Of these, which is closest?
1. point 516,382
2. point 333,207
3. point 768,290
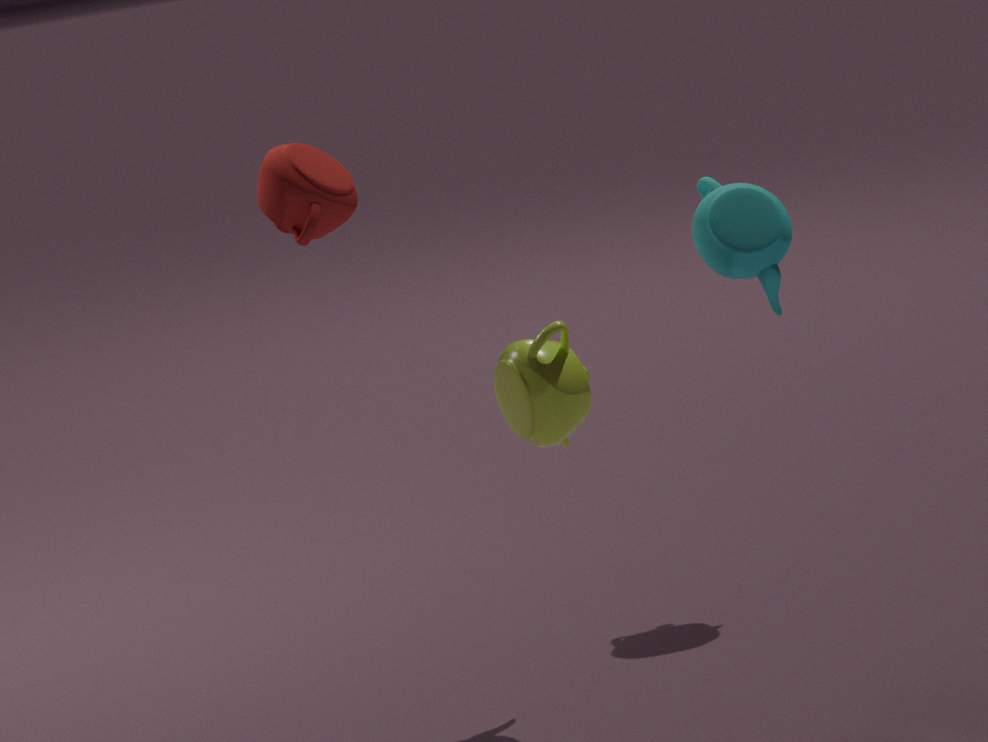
point 516,382
